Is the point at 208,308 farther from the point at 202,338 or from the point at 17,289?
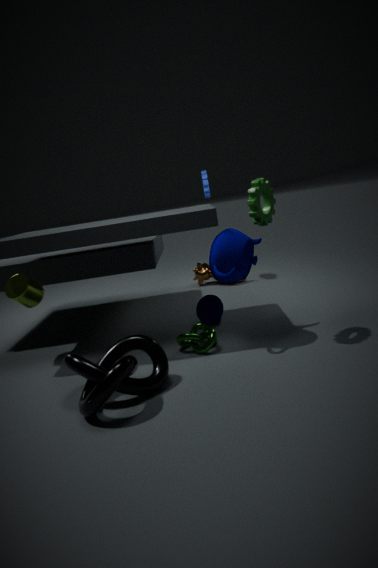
the point at 17,289
